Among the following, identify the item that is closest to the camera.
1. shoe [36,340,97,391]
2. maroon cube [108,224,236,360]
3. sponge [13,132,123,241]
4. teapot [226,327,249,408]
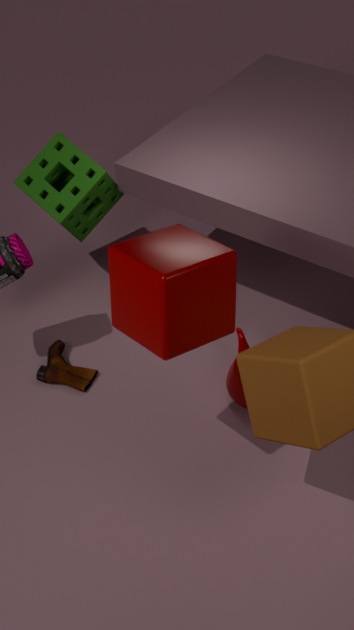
maroon cube [108,224,236,360]
